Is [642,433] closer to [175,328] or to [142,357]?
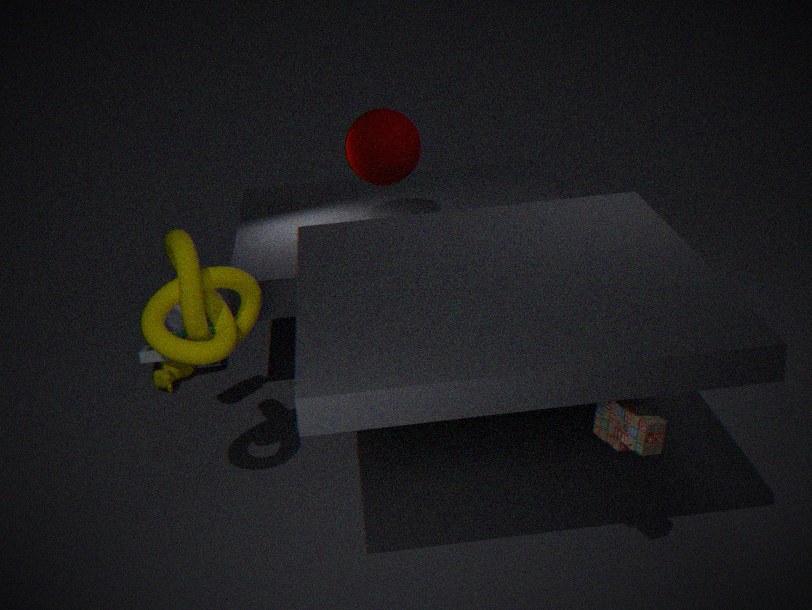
[175,328]
